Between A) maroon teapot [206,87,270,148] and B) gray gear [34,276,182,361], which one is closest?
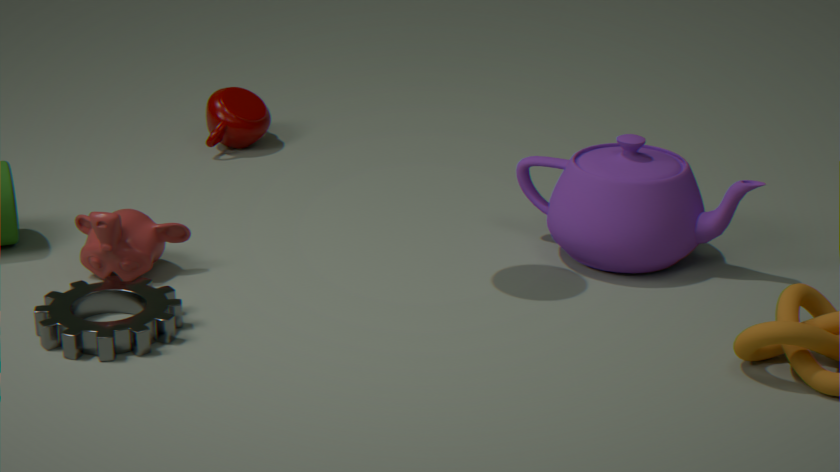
B. gray gear [34,276,182,361]
